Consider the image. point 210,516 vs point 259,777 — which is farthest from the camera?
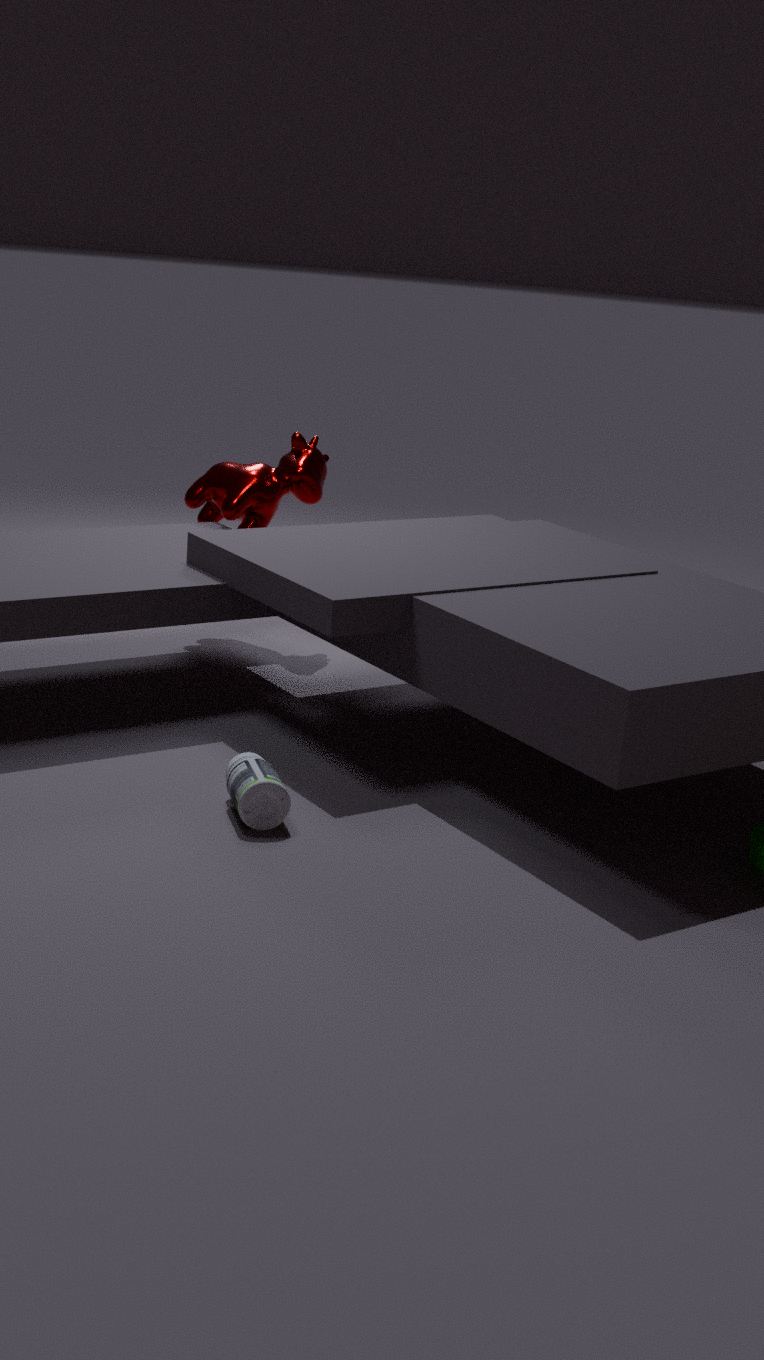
point 210,516
